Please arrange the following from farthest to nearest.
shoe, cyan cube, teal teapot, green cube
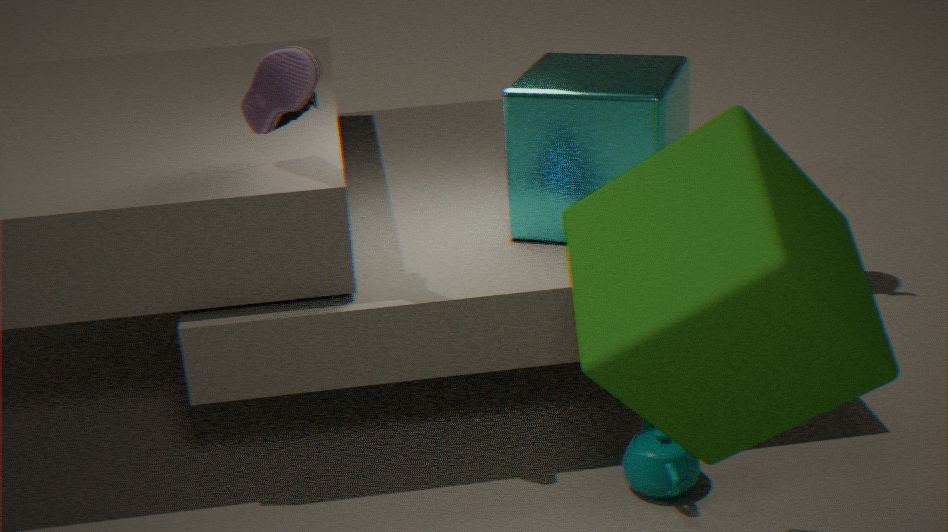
cyan cube → teal teapot → shoe → green cube
